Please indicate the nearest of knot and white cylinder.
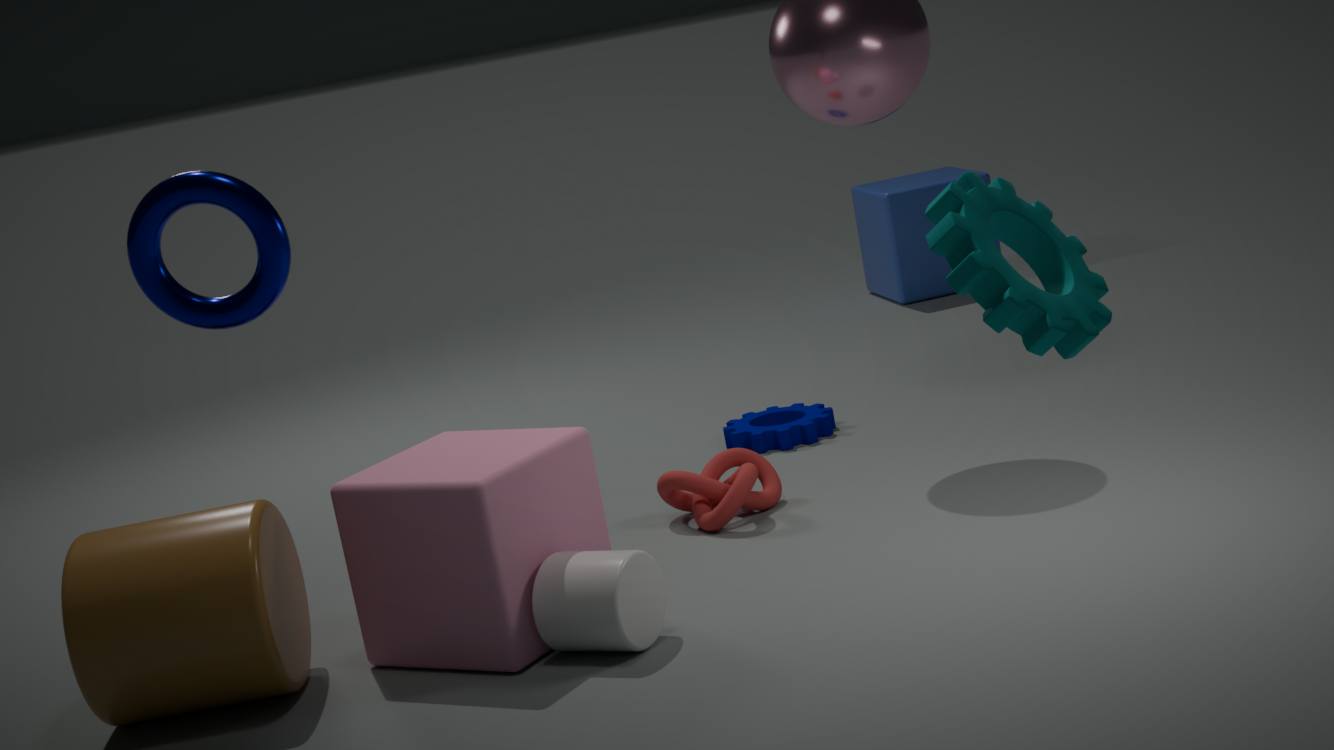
white cylinder
